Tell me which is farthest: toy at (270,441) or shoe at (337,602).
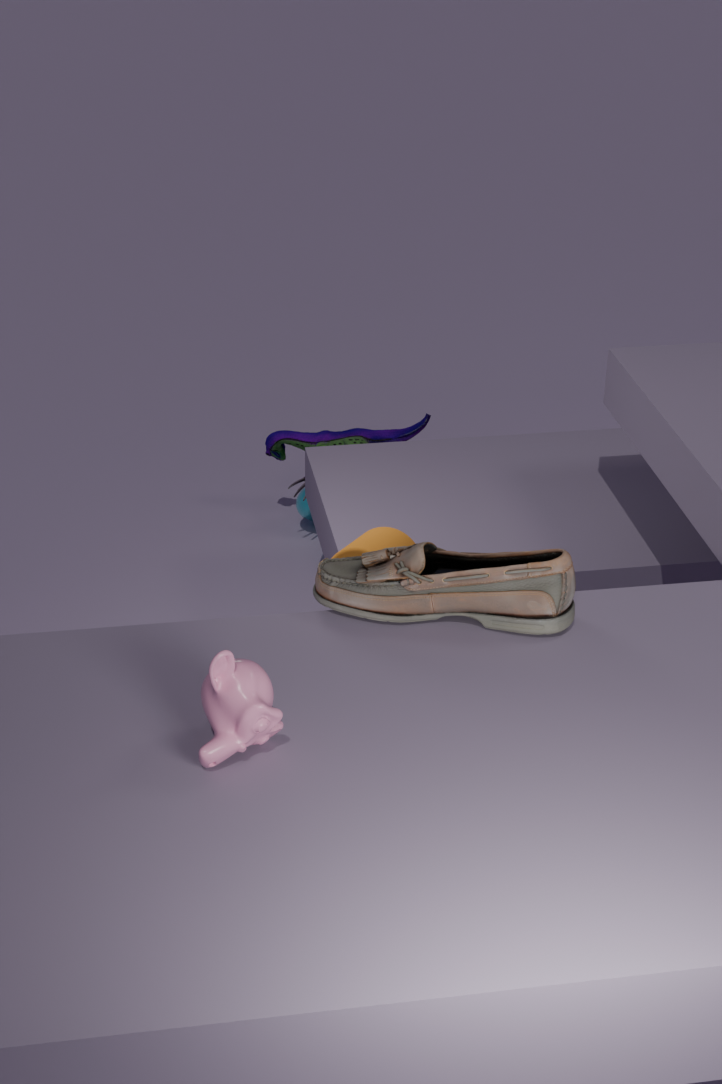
toy at (270,441)
